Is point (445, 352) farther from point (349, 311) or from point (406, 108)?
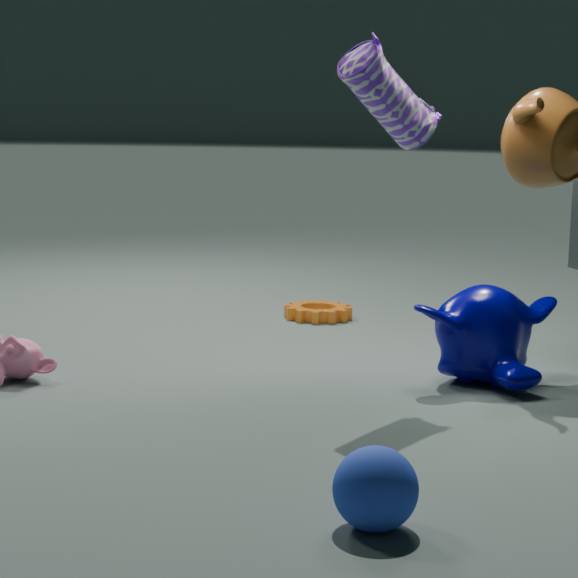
point (349, 311)
